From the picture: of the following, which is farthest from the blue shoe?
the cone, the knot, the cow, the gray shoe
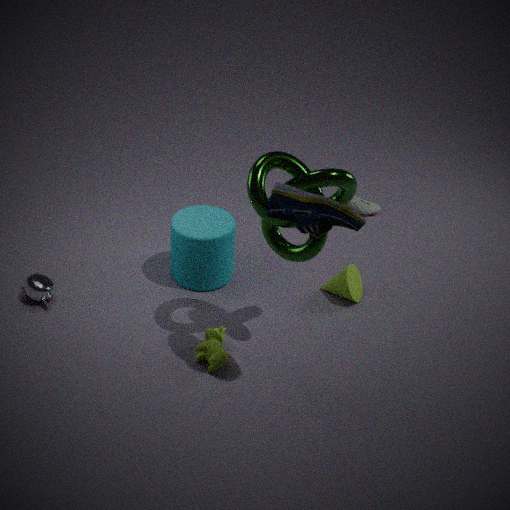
the gray shoe
